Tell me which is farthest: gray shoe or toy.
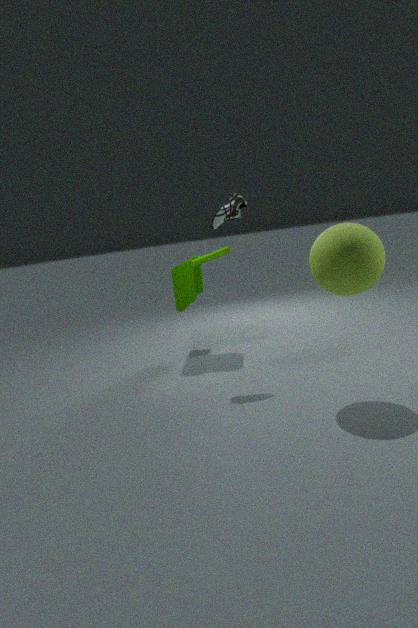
toy
